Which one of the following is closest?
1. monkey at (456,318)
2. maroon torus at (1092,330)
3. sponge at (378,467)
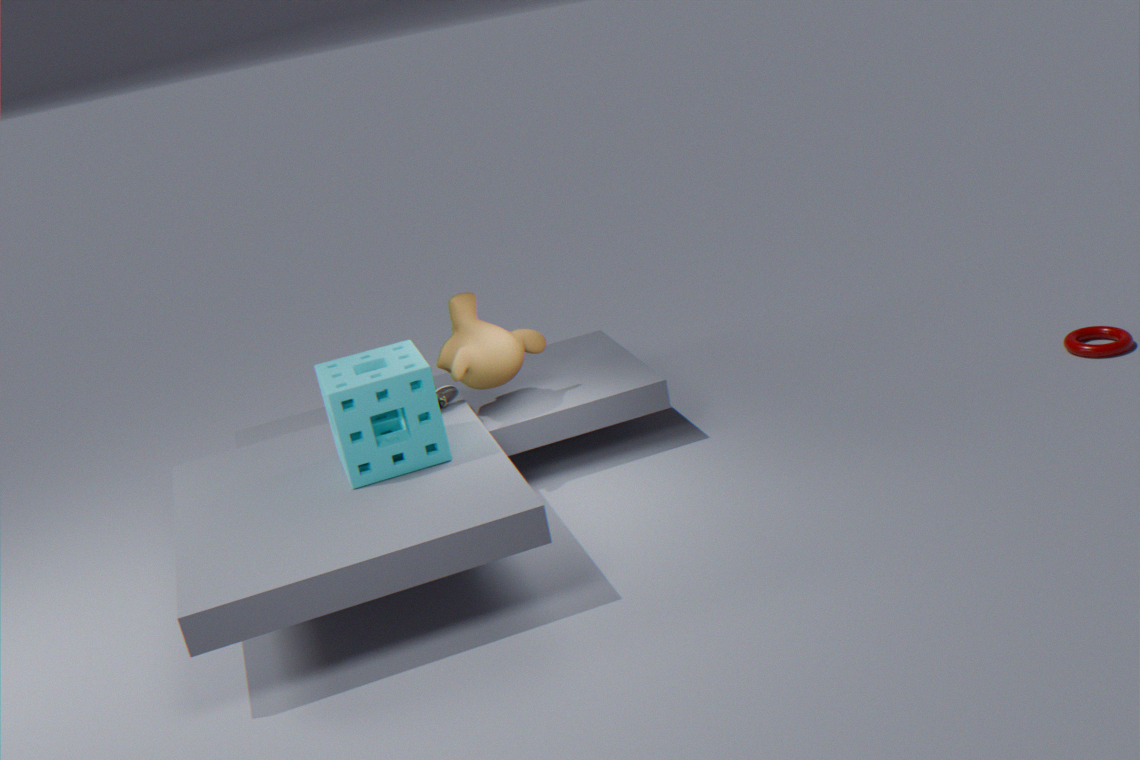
sponge at (378,467)
